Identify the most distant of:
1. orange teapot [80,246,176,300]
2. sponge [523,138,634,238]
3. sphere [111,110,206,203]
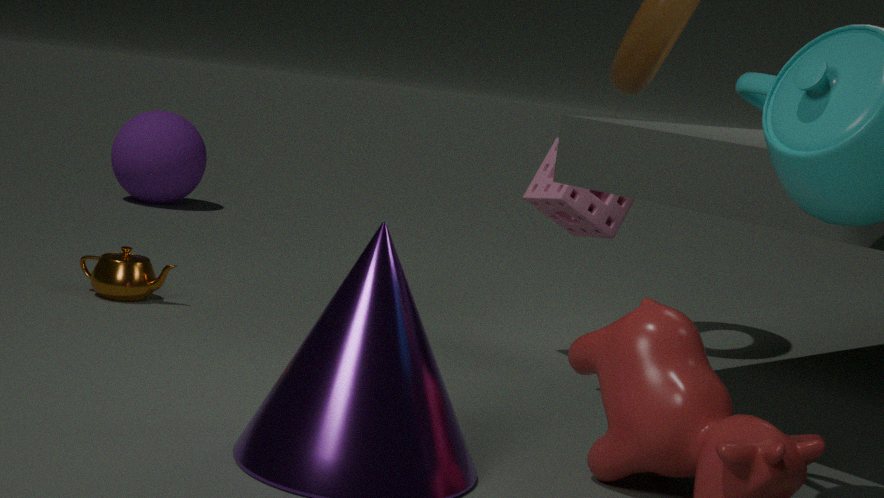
sphere [111,110,206,203]
